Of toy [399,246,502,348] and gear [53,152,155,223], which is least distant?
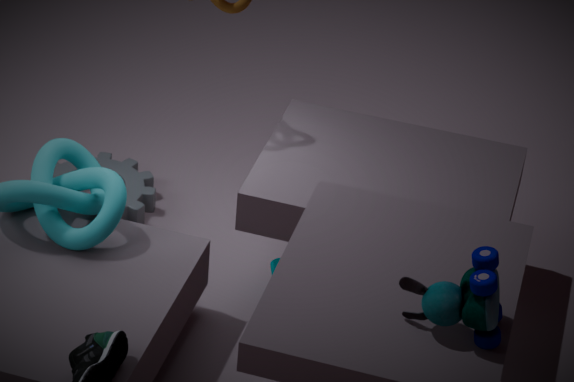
toy [399,246,502,348]
